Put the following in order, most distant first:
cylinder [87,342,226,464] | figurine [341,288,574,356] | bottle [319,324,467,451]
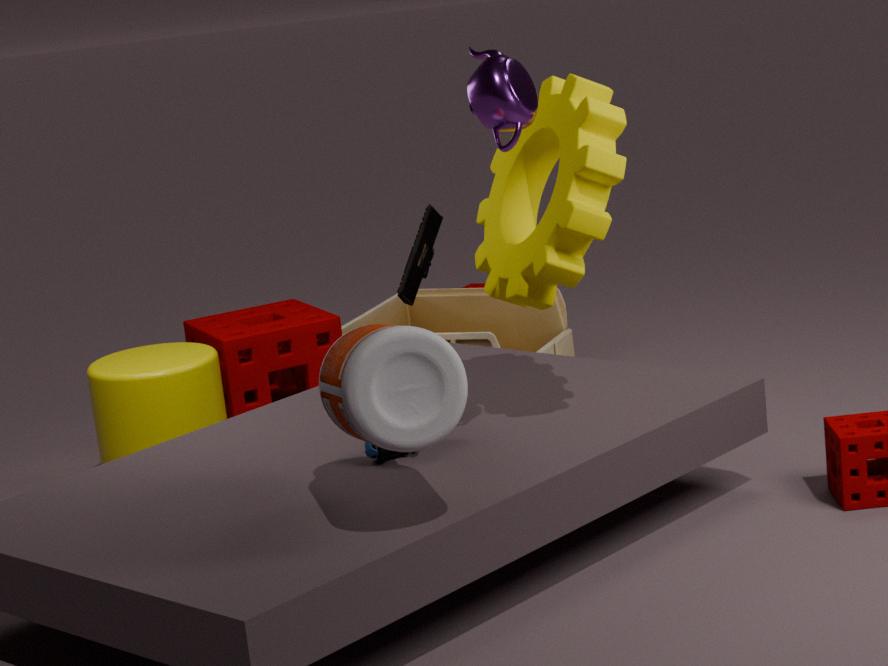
1. figurine [341,288,574,356]
2. cylinder [87,342,226,464]
3. bottle [319,324,467,451]
